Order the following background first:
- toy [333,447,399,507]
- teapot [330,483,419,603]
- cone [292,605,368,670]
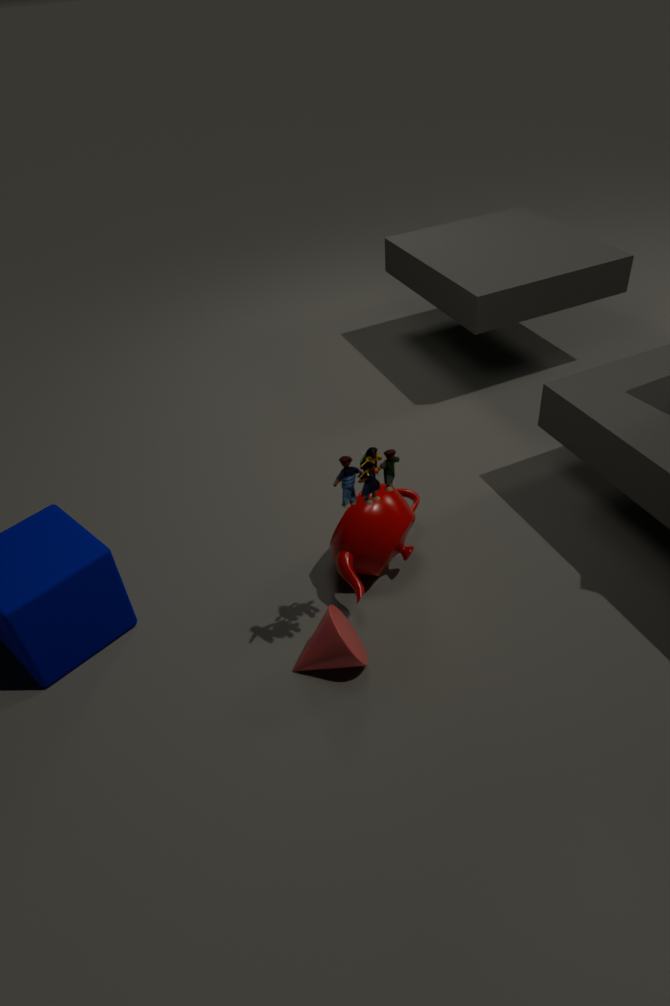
teapot [330,483,419,603] → cone [292,605,368,670] → toy [333,447,399,507]
